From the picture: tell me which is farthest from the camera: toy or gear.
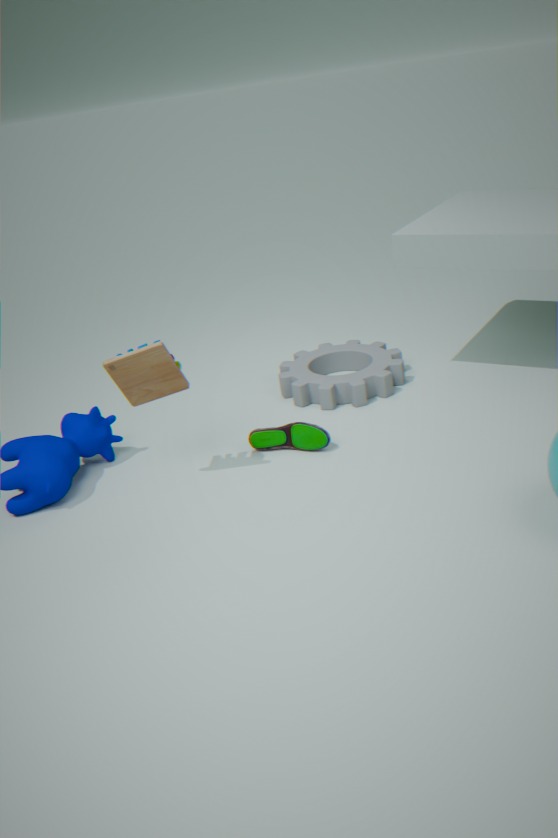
gear
